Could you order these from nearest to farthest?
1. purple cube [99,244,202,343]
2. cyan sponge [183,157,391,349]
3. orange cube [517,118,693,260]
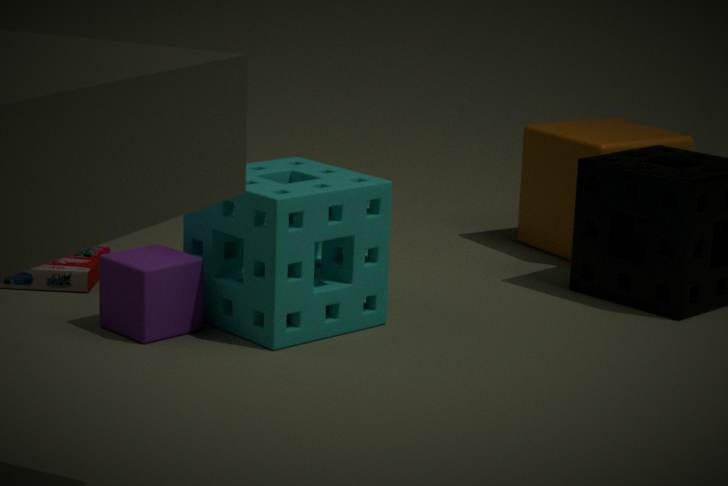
cyan sponge [183,157,391,349], purple cube [99,244,202,343], orange cube [517,118,693,260]
